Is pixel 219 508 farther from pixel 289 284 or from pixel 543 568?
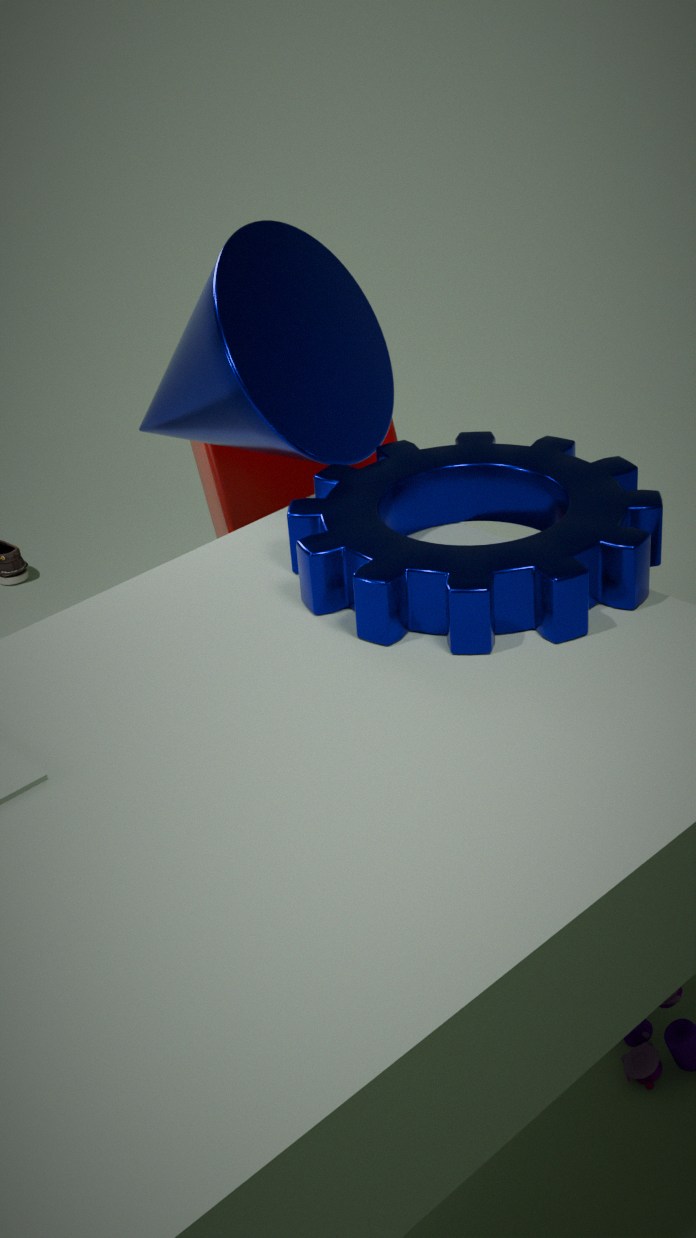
pixel 543 568
